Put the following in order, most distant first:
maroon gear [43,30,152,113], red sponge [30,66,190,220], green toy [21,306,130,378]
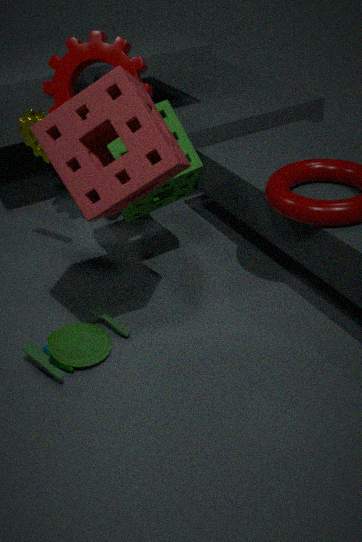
maroon gear [43,30,152,113] → green toy [21,306,130,378] → red sponge [30,66,190,220]
